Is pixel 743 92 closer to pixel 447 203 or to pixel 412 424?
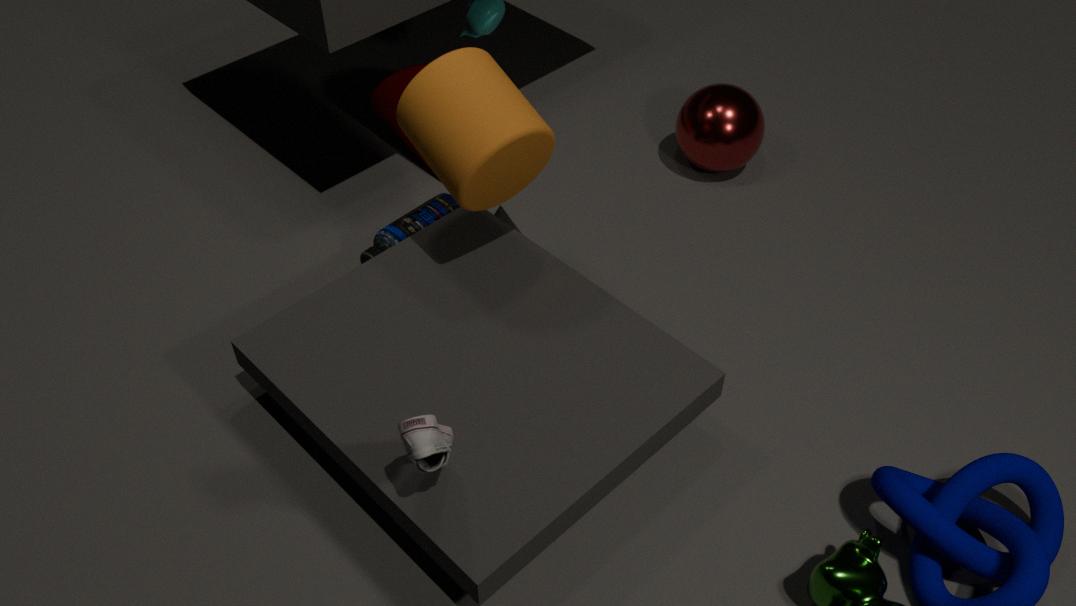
pixel 447 203
